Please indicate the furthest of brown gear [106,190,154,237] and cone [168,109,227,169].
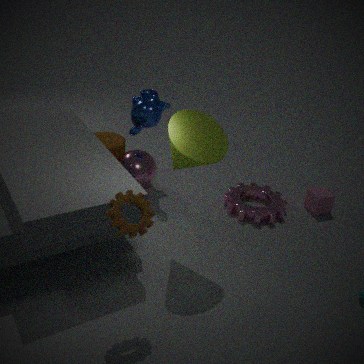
cone [168,109,227,169]
